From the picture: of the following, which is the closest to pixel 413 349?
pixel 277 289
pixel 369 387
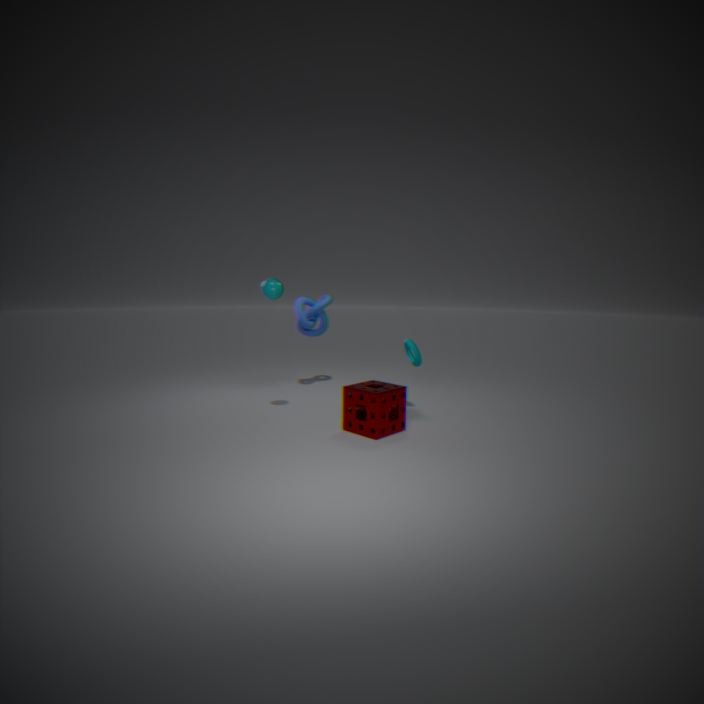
pixel 369 387
